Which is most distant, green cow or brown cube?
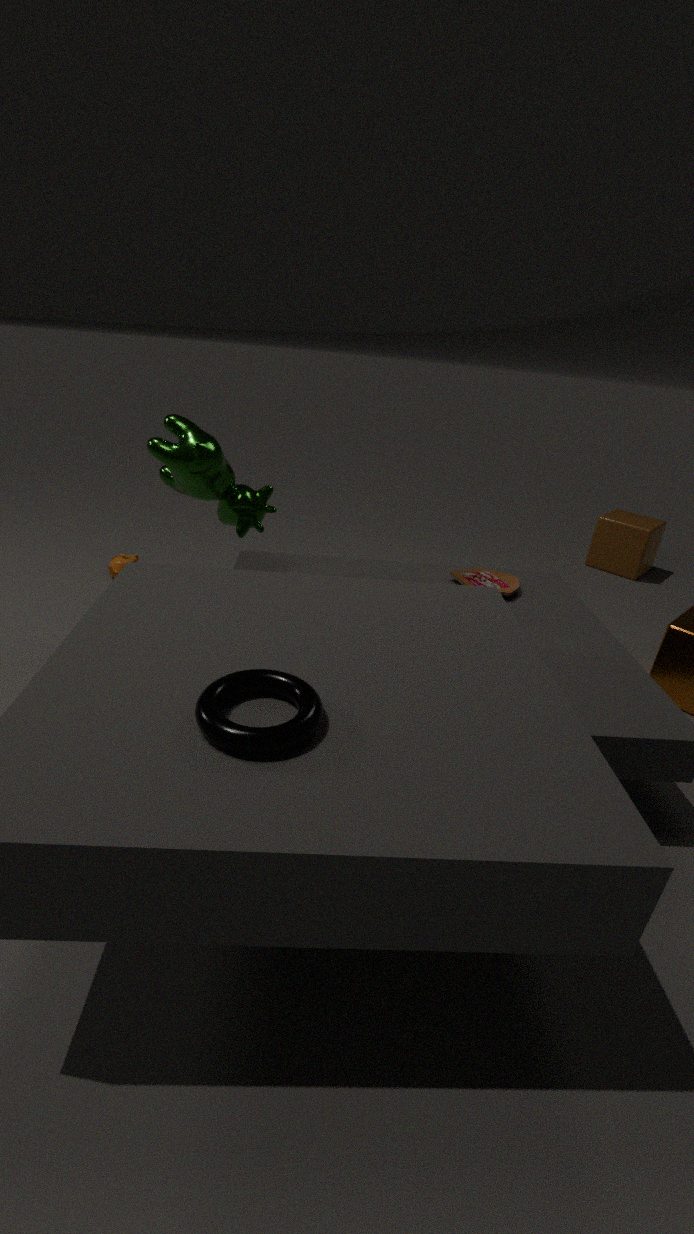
brown cube
